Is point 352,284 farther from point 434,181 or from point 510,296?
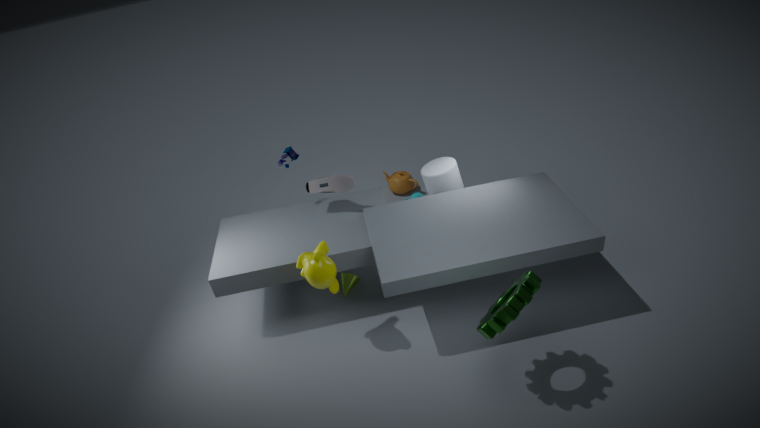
point 510,296
